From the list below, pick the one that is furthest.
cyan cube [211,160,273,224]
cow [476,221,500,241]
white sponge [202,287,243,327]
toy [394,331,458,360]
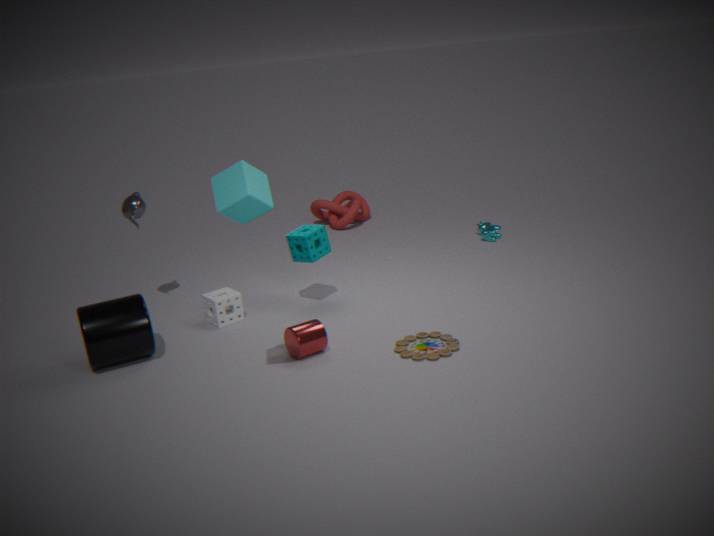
cow [476,221,500,241]
